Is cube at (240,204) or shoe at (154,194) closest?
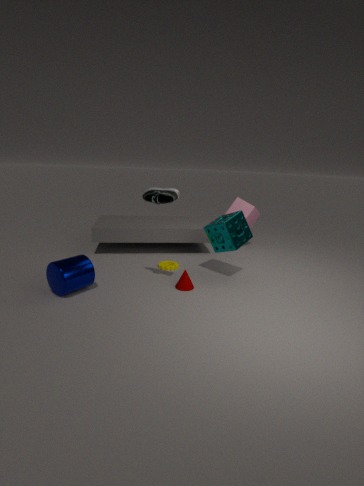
shoe at (154,194)
